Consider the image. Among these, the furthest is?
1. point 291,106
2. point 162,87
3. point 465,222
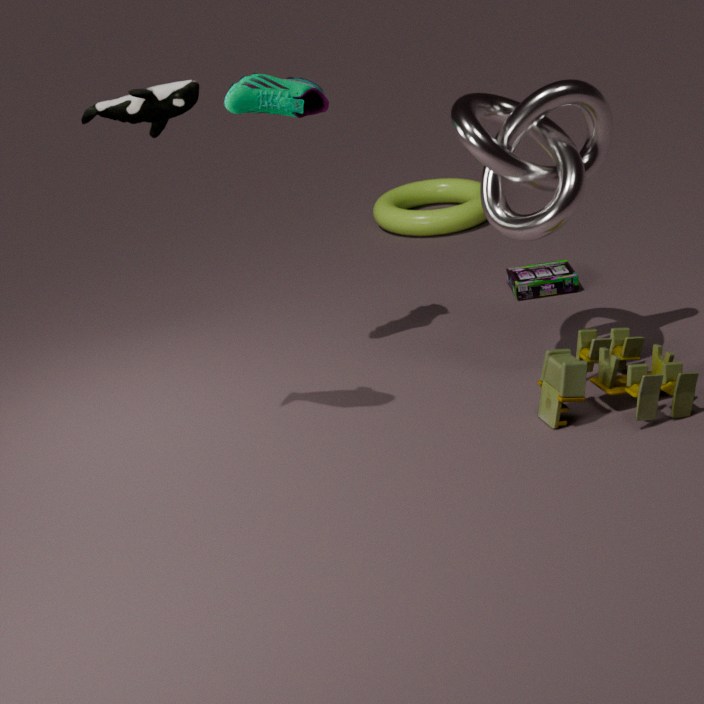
point 465,222
